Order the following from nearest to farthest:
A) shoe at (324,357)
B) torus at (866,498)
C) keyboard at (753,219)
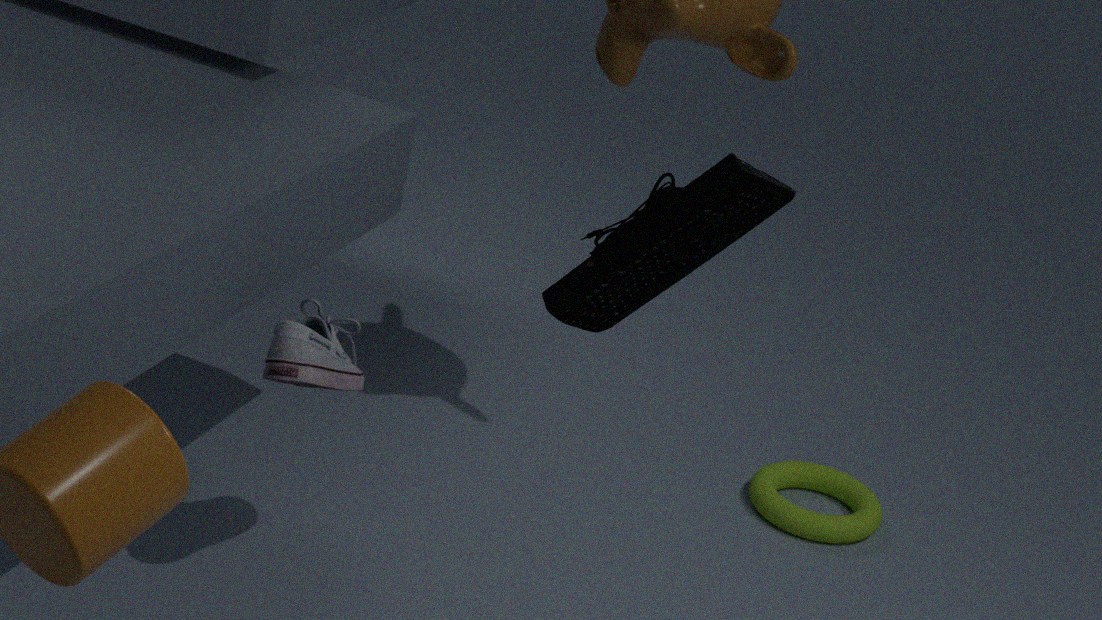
keyboard at (753,219)
shoe at (324,357)
torus at (866,498)
